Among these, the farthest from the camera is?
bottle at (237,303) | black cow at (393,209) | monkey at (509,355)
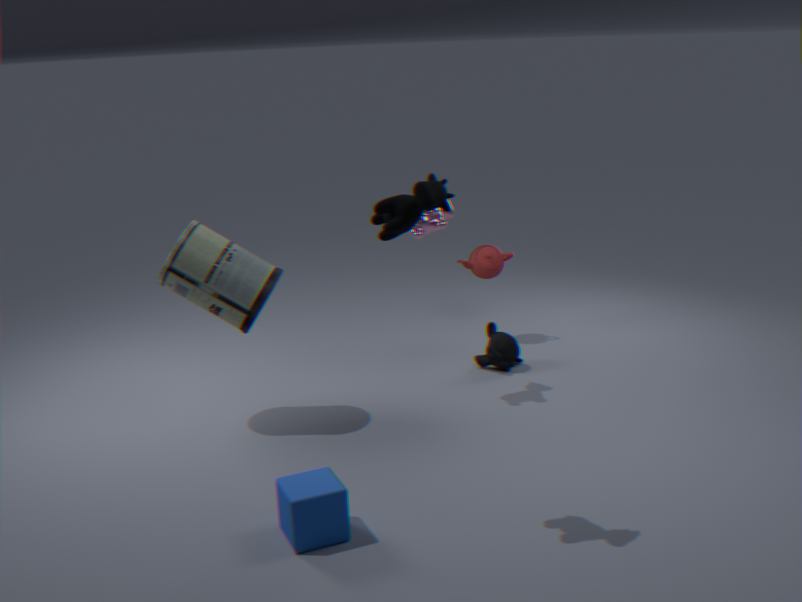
monkey at (509,355)
